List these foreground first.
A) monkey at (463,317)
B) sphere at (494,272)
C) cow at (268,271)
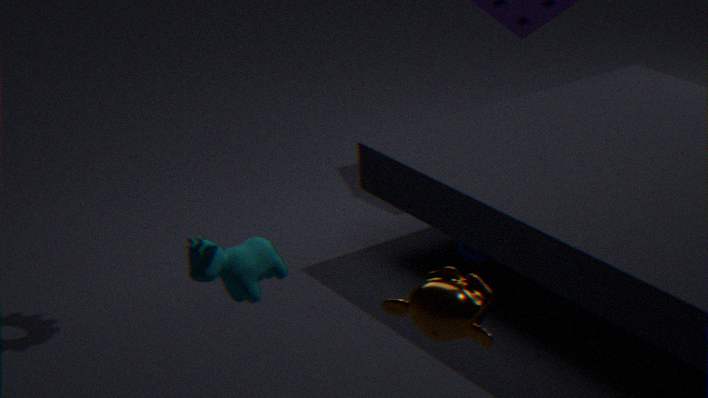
monkey at (463,317), cow at (268,271), sphere at (494,272)
